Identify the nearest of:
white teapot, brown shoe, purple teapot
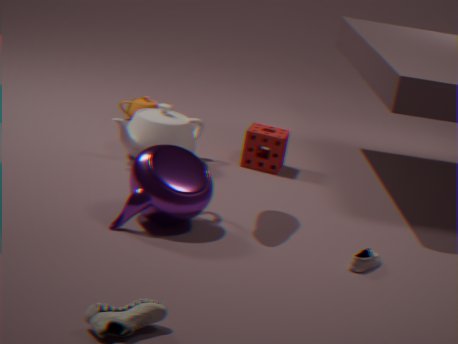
brown shoe
